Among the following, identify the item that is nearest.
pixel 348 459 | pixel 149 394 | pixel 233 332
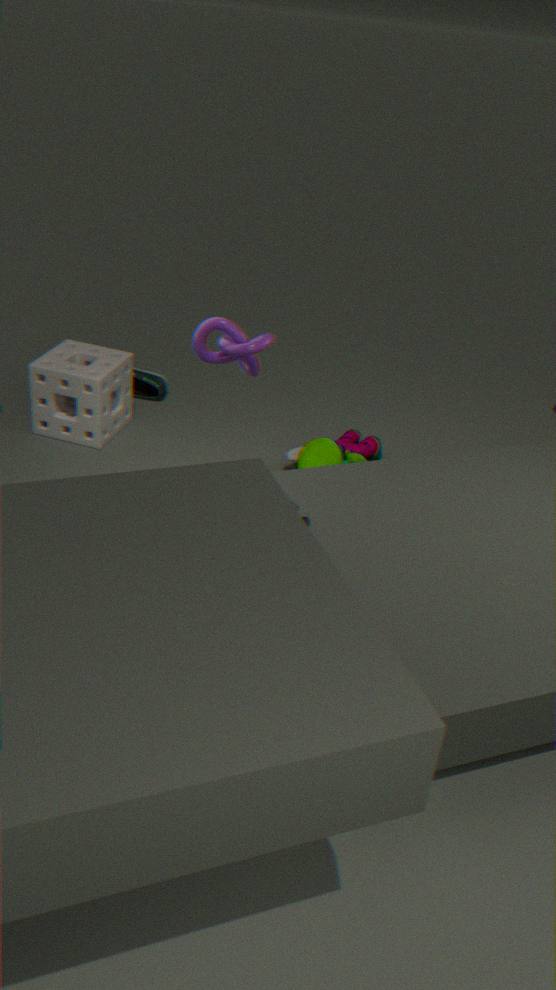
pixel 233 332
